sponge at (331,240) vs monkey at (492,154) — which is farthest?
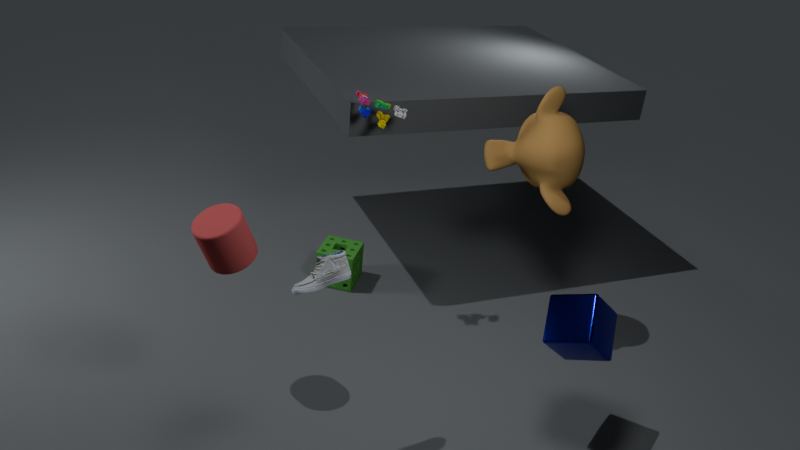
sponge at (331,240)
